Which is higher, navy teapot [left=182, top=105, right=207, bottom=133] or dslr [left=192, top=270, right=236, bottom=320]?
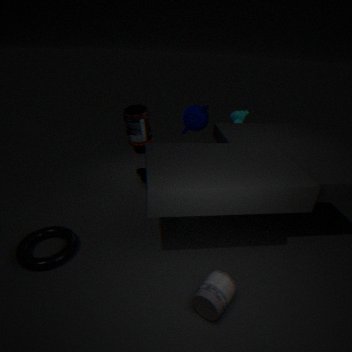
navy teapot [left=182, top=105, right=207, bottom=133]
